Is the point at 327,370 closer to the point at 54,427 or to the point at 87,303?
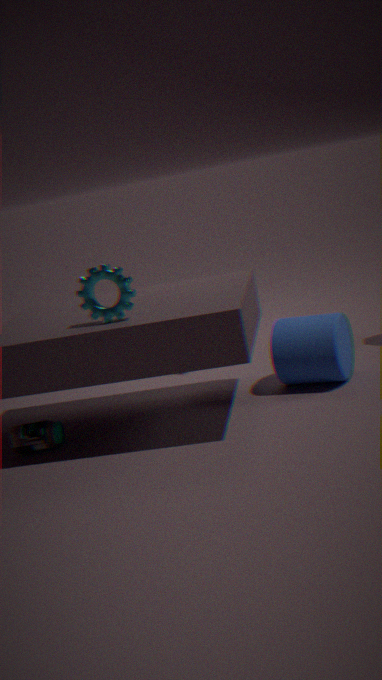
the point at 87,303
